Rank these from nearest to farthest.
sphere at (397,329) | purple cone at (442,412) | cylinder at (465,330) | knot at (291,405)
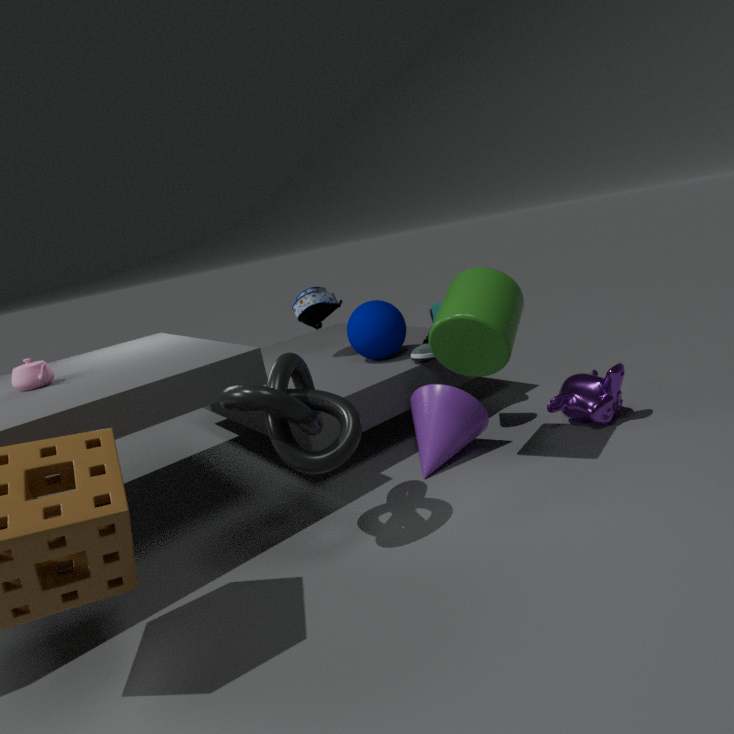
knot at (291,405) → cylinder at (465,330) → purple cone at (442,412) → sphere at (397,329)
